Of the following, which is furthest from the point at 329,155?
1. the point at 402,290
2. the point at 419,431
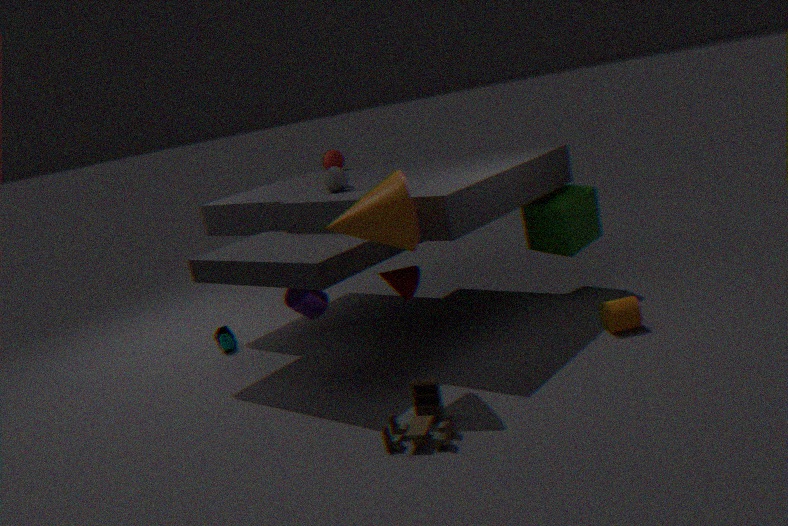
the point at 419,431
